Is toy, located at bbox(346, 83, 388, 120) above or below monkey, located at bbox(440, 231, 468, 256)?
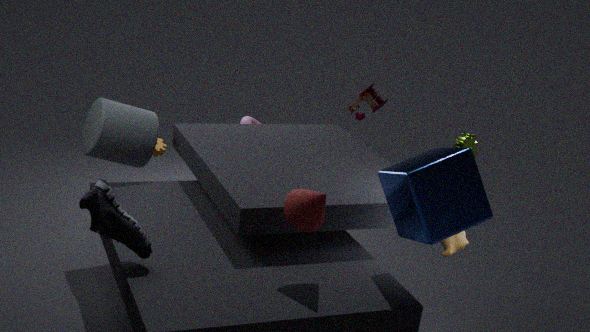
above
